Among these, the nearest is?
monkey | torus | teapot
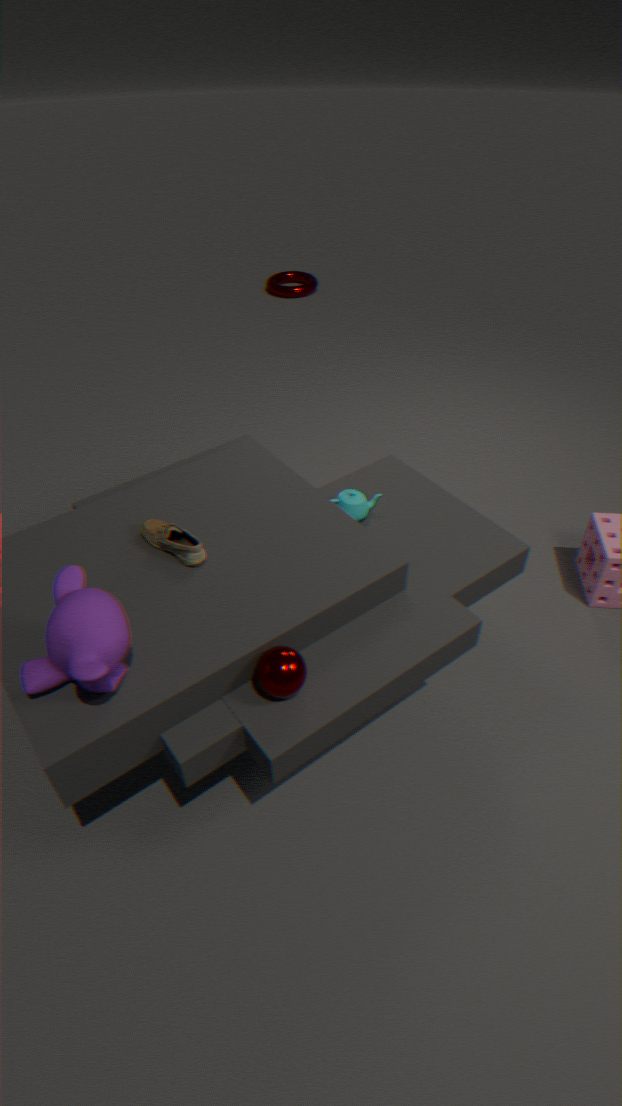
monkey
